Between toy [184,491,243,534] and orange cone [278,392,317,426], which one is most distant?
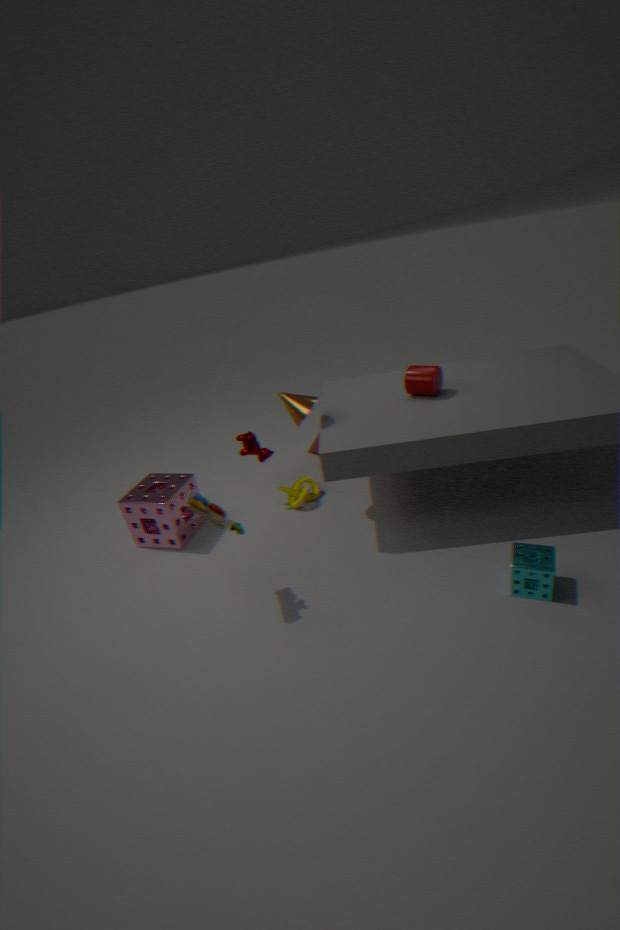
orange cone [278,392,317,426]
